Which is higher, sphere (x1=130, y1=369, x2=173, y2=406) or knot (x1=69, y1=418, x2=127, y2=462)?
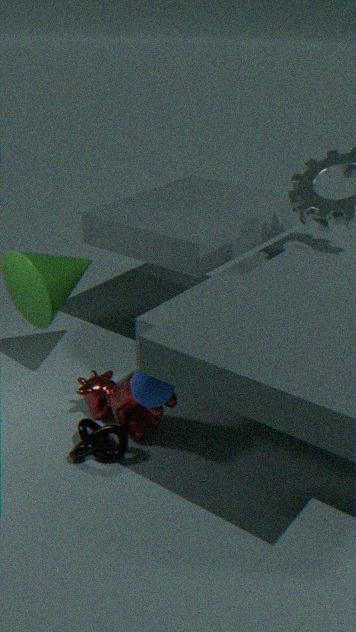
sphere (x1=130, y1=369, x2=173, y2=406)
